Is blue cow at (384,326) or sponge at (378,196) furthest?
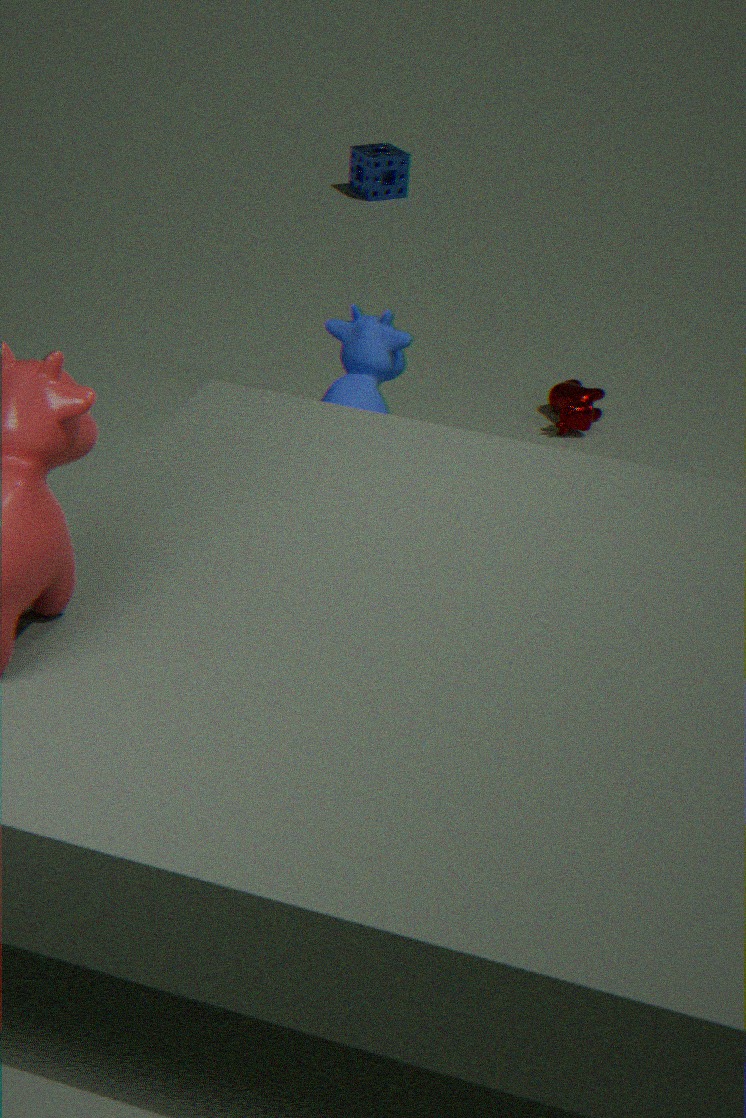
sponge at (378,196)
